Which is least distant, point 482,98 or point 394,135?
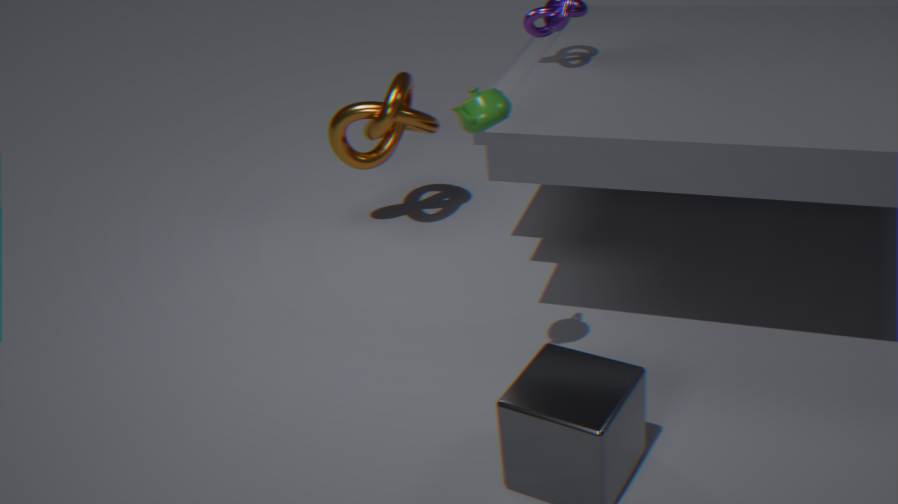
point 482,98
